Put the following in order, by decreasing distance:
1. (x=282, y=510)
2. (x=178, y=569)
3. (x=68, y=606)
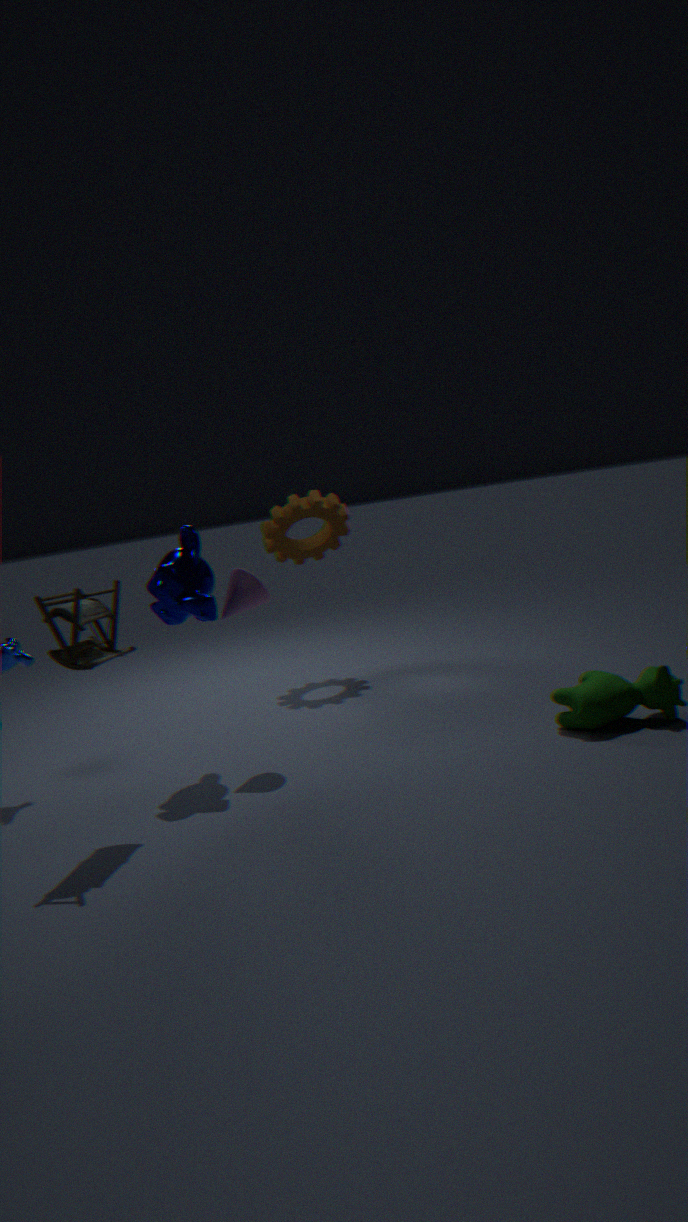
Answer: (x=282, y=510), (x=178, y=569), (x=68, y=606)
